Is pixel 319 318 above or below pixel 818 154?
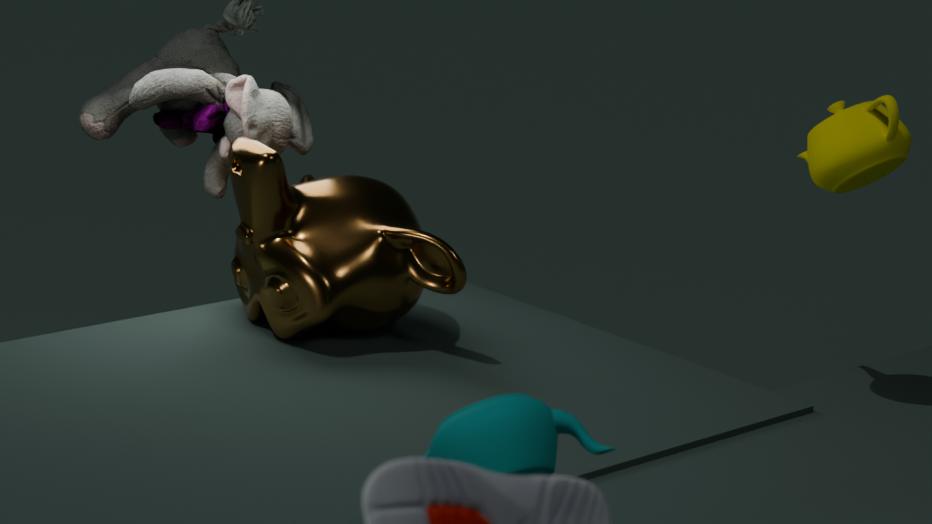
below
